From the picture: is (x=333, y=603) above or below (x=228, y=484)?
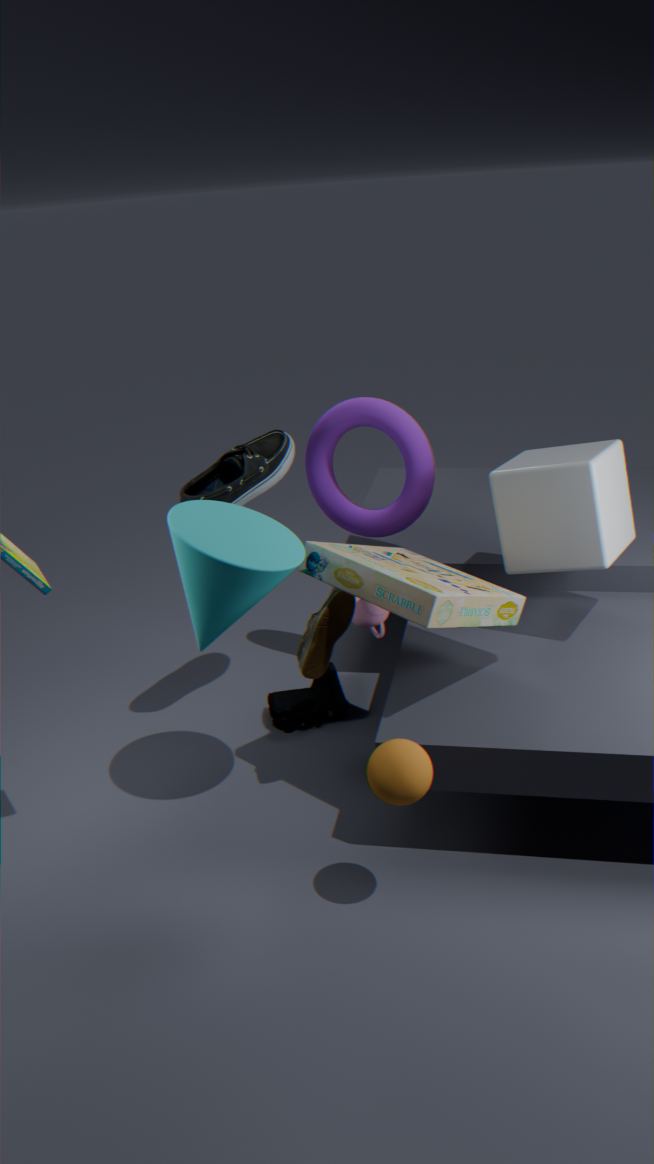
below
